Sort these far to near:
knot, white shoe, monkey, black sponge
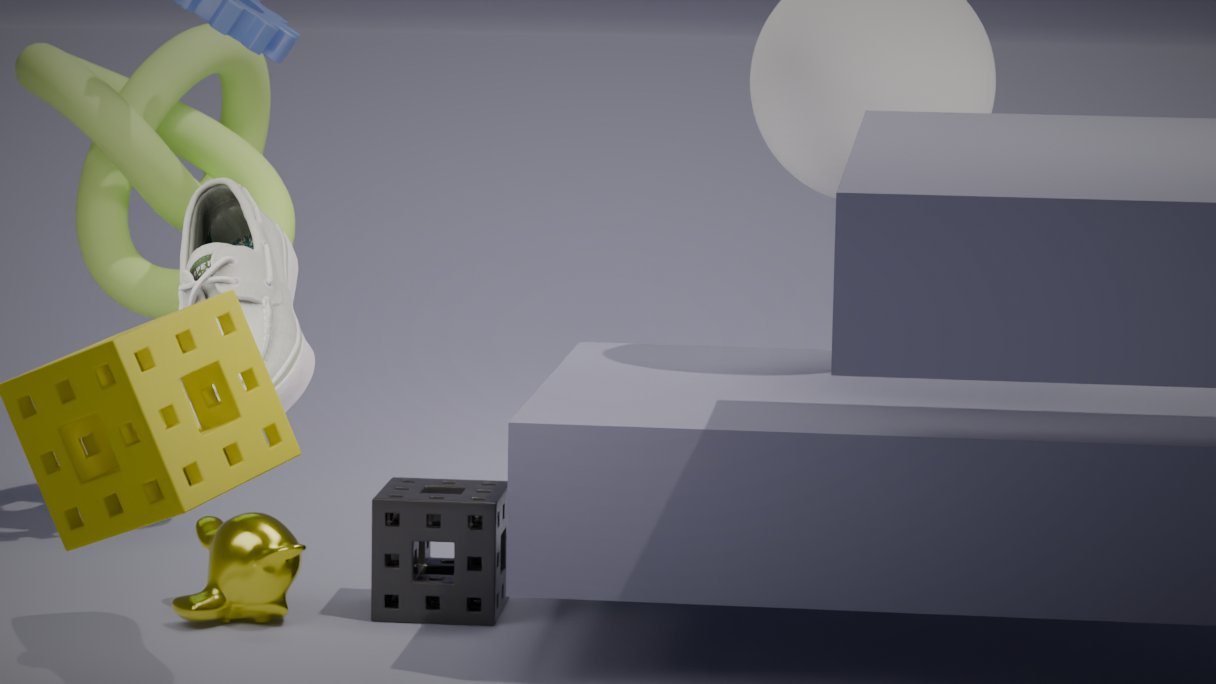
knot → black sponge → monkey → white shoe
